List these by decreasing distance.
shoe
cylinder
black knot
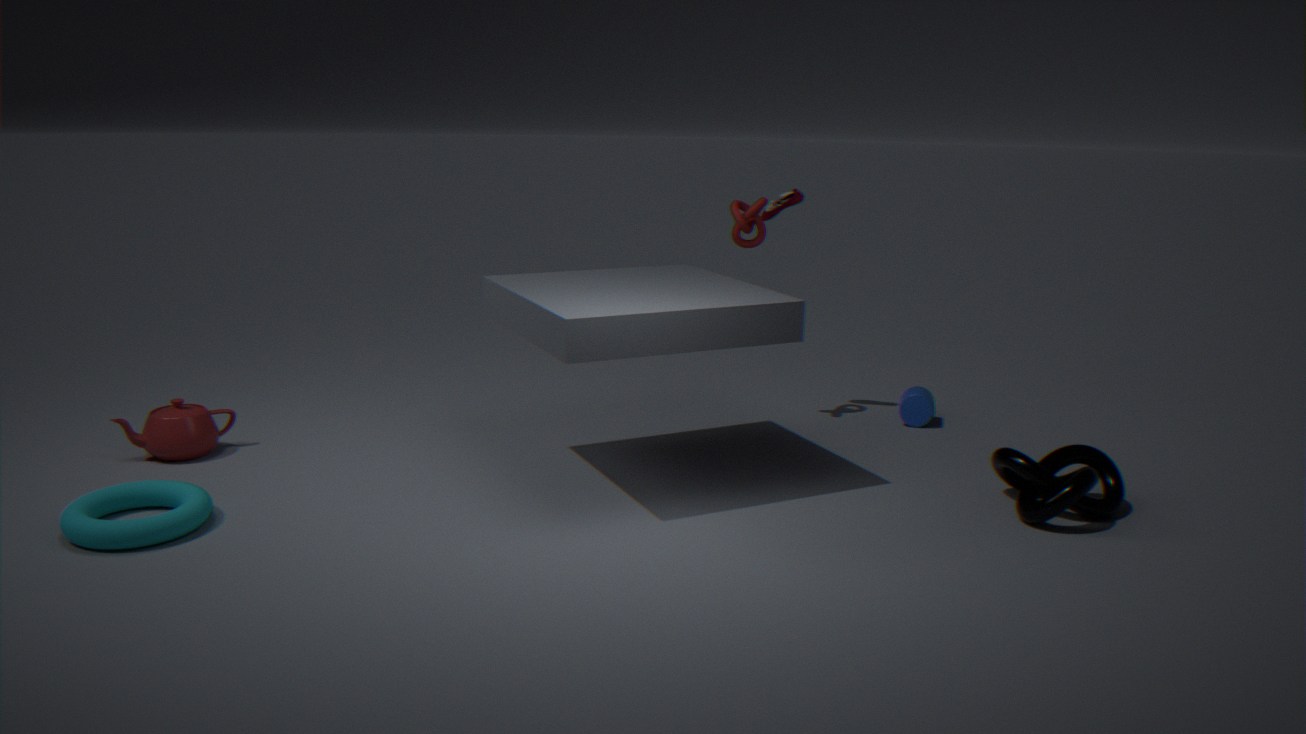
cylinder, shoe, black knot
